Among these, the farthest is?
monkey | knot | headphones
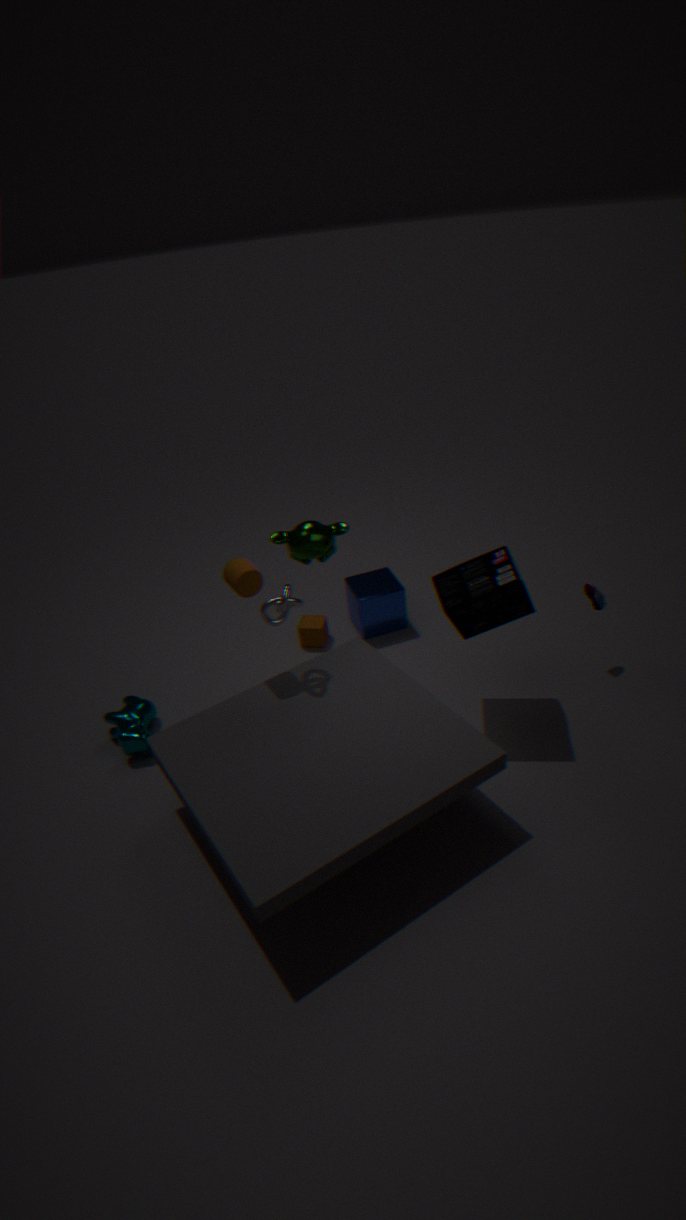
monkey
